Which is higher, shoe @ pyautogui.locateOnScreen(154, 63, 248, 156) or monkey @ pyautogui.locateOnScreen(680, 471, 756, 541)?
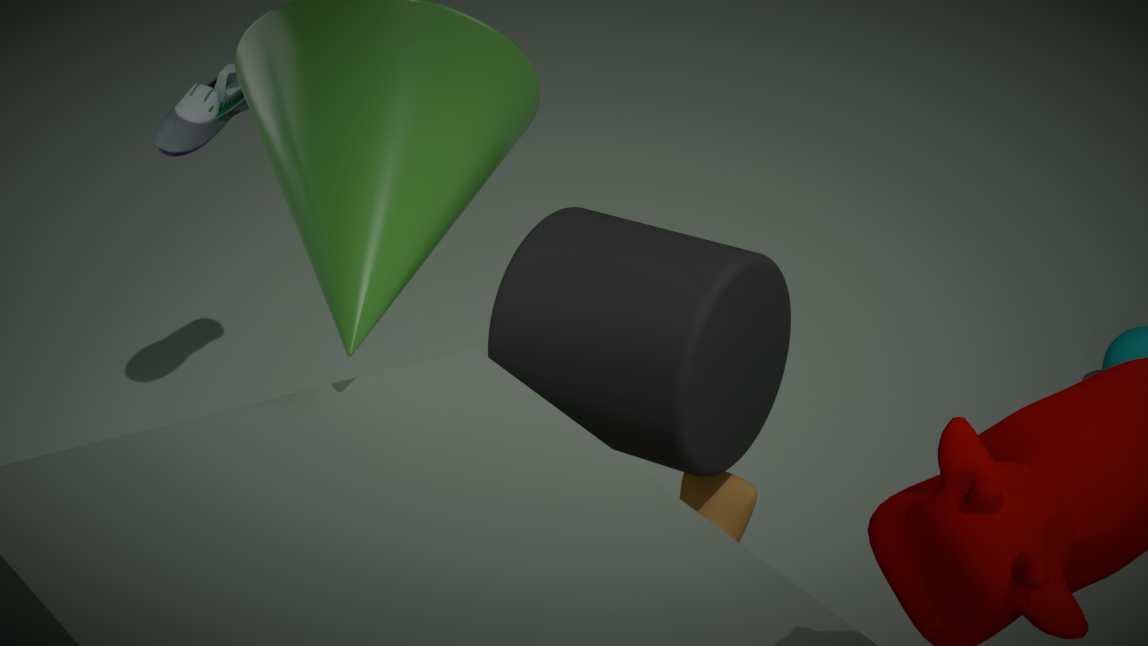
shoe @ pyautogui.locateOnScreen(154, 63, 248, 156)
